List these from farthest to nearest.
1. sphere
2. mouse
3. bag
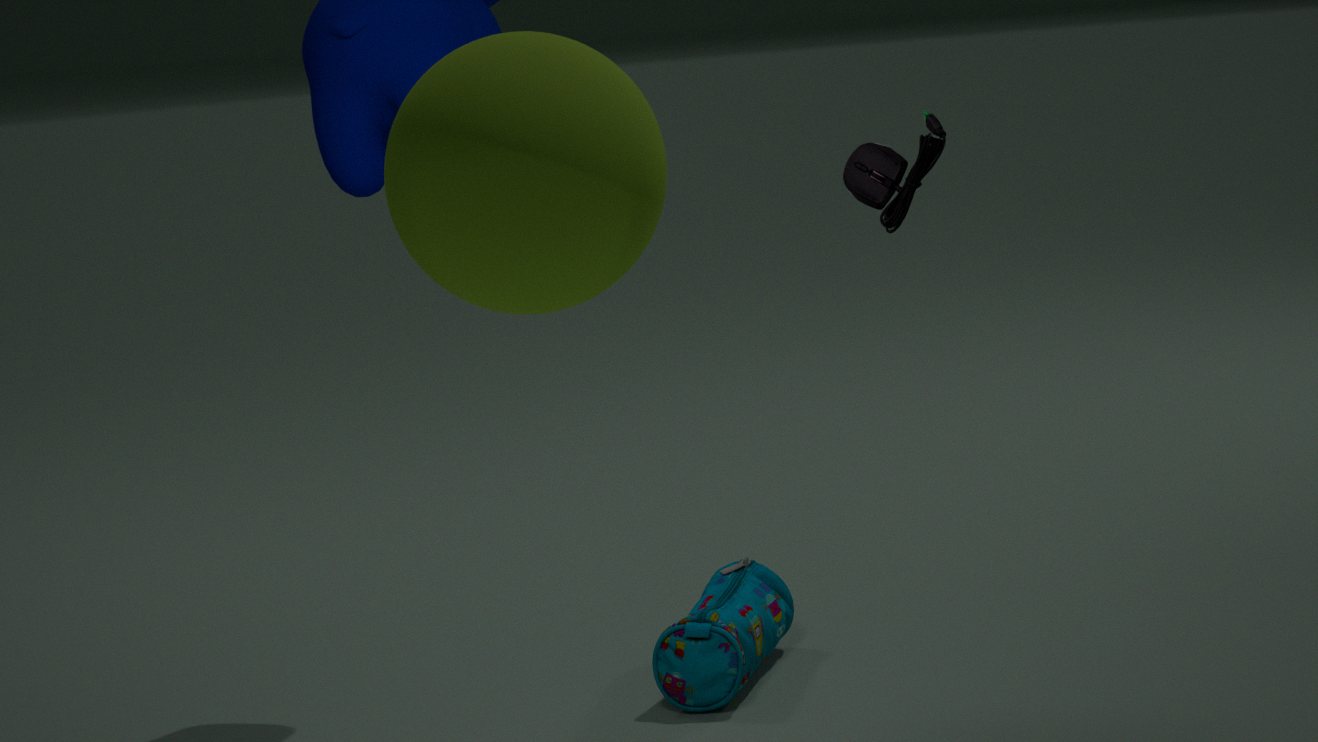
bag → mouse → sphere
